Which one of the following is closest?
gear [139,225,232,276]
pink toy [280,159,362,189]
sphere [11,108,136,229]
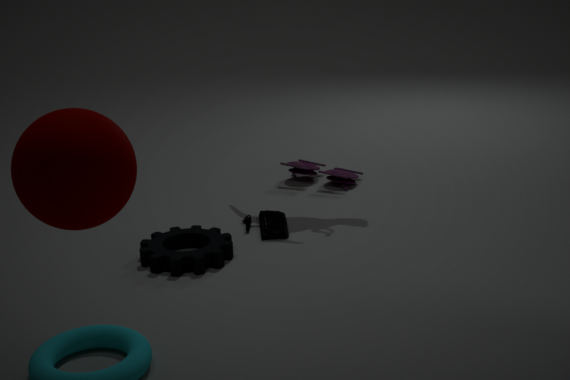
sphere [11,108,136,229]
